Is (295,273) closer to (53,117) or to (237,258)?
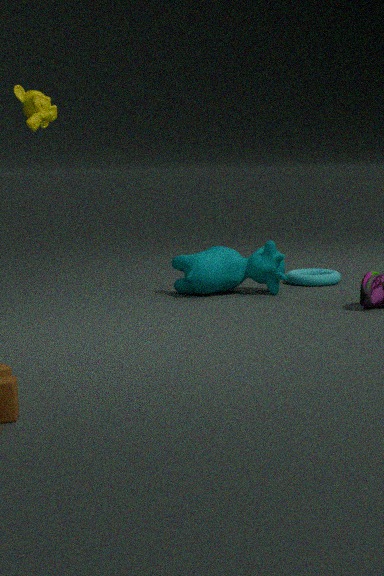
(237,258)
